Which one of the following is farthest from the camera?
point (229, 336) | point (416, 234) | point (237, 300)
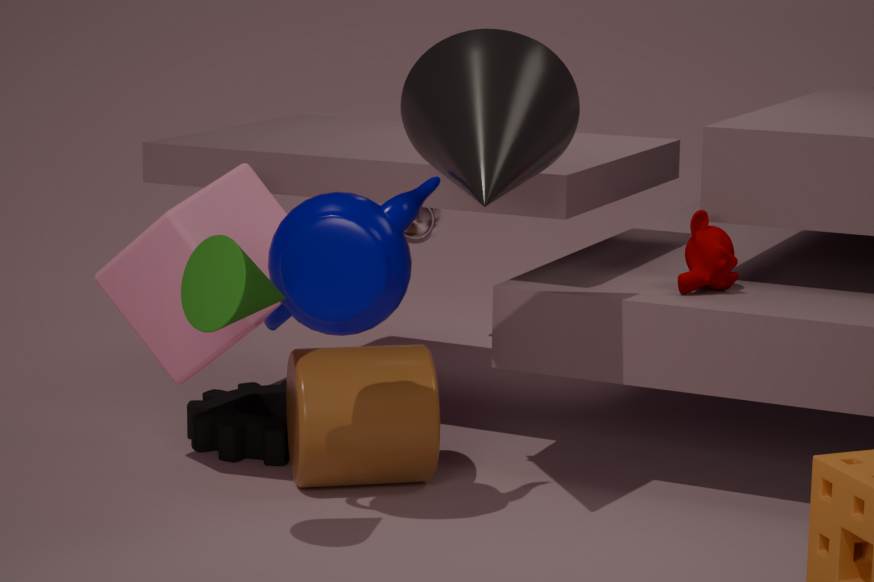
point (416, 234)
